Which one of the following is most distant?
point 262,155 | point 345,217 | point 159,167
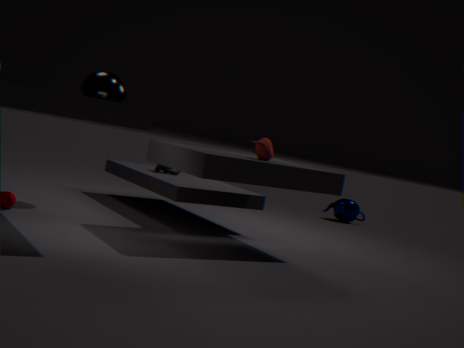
point 345,217
